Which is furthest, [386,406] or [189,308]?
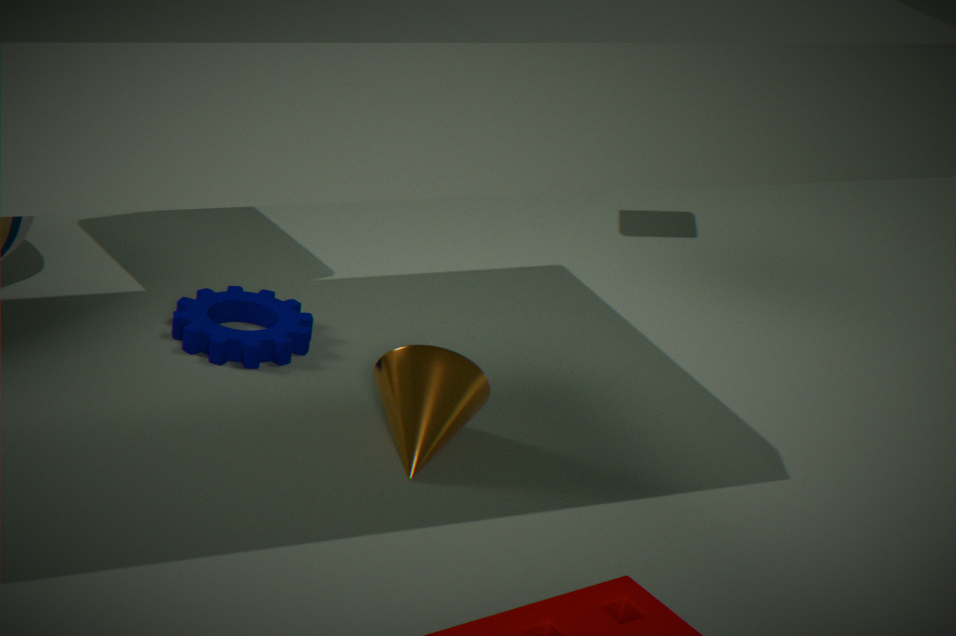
[189,308]
